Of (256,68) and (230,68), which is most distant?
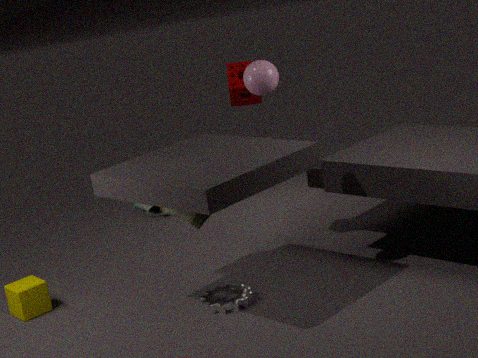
(230,68)
